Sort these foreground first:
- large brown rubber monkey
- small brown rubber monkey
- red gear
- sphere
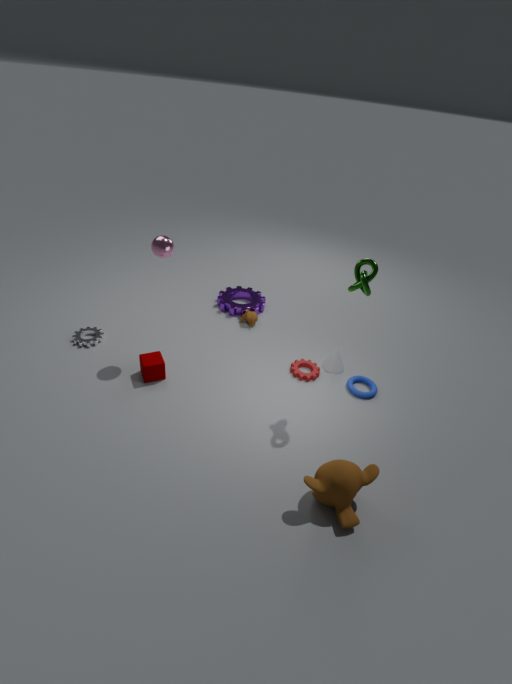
1. large brown rubber monkey
2. sphere
3. red gear
4. small brown rubber monkey
